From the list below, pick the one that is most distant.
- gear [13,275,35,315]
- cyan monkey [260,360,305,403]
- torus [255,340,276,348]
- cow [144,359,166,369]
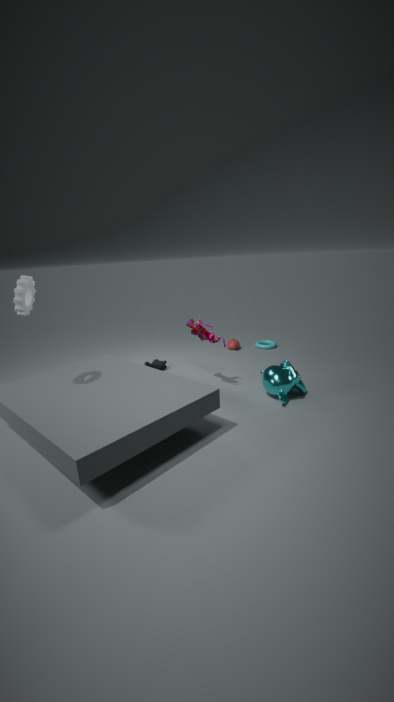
torus [255,340,276,348]
